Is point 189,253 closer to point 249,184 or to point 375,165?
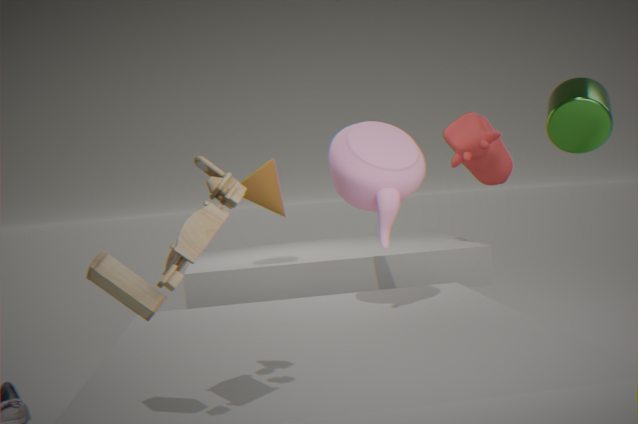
point 375,165
